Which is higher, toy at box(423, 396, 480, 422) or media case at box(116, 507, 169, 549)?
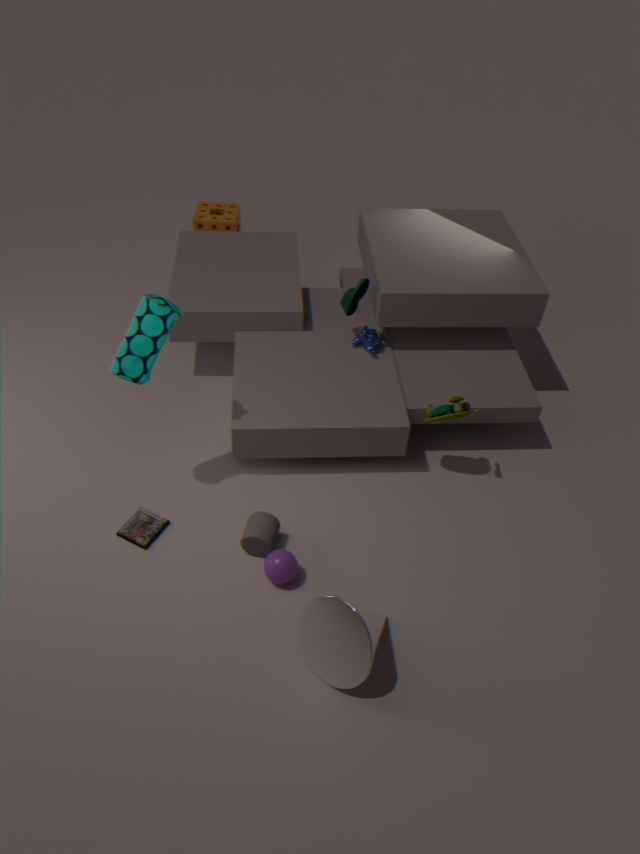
toy at box(423, 396, 480, 422)
